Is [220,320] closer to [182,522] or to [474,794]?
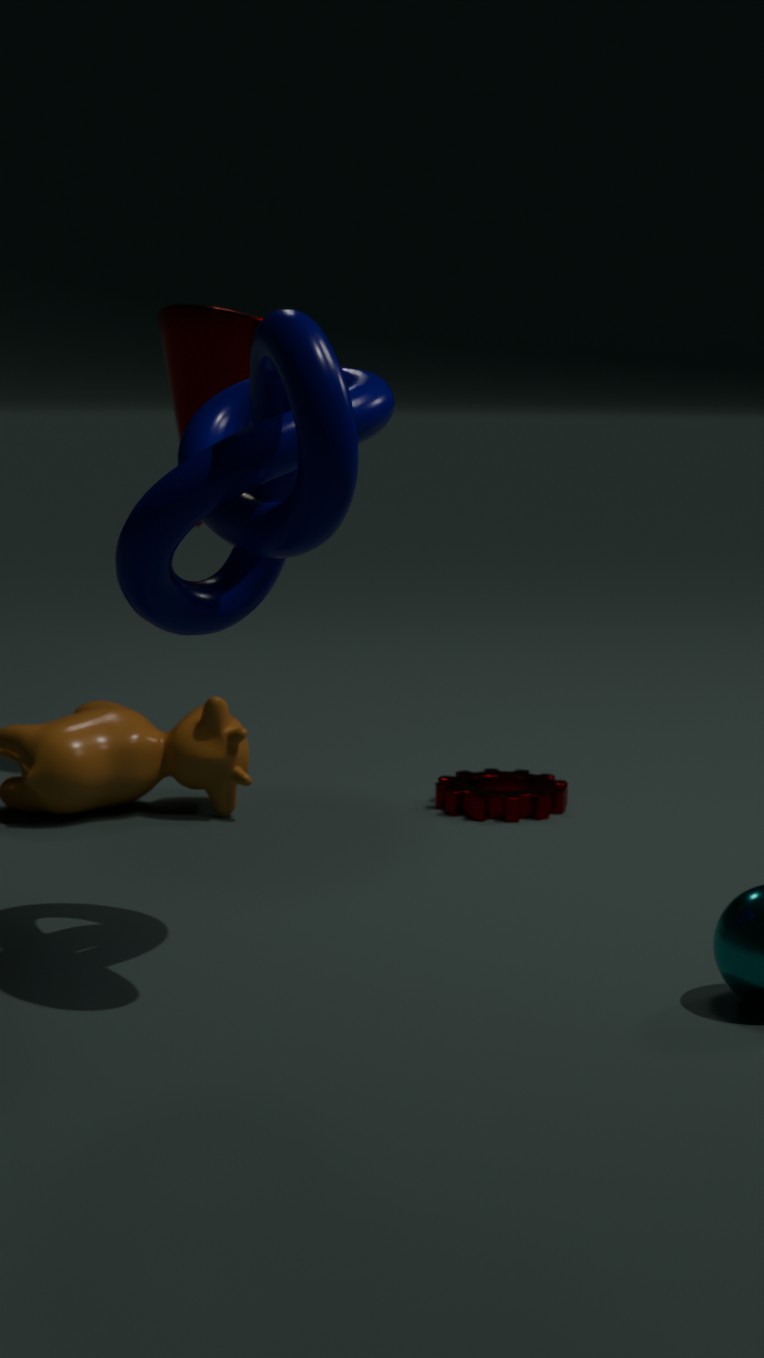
[474,794]
